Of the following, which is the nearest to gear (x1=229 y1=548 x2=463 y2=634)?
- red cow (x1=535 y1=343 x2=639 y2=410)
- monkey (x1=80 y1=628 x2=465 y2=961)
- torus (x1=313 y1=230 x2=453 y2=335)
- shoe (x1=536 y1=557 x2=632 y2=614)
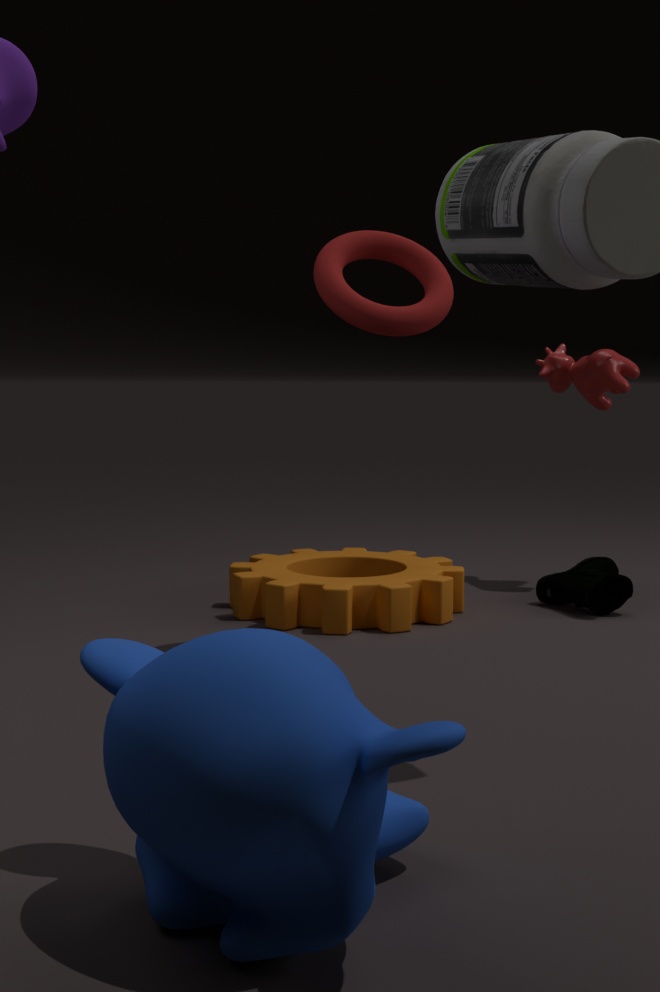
shoe (x1=536 y1=557 x2=632 y2=614)
